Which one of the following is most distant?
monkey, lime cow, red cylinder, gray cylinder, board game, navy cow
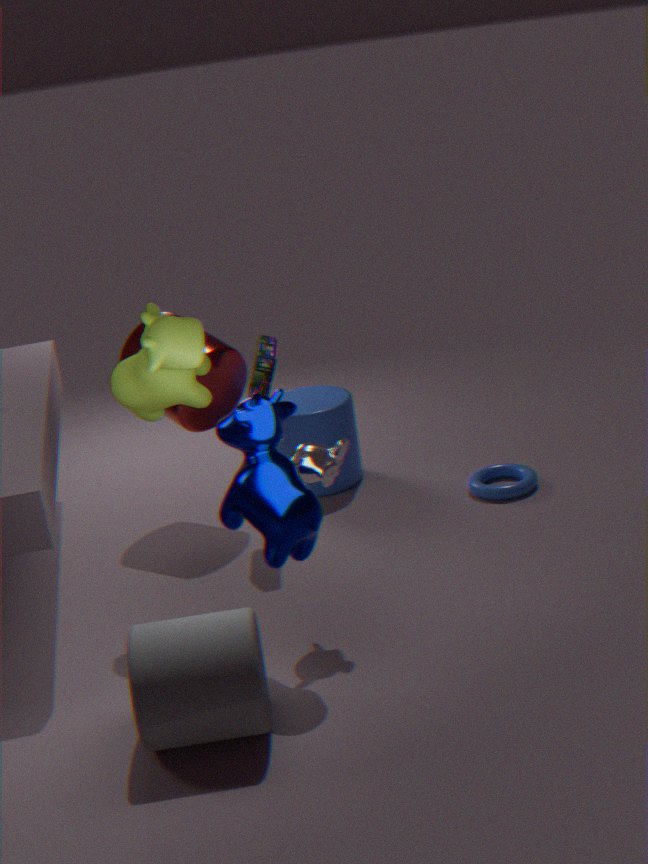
red cylinder
